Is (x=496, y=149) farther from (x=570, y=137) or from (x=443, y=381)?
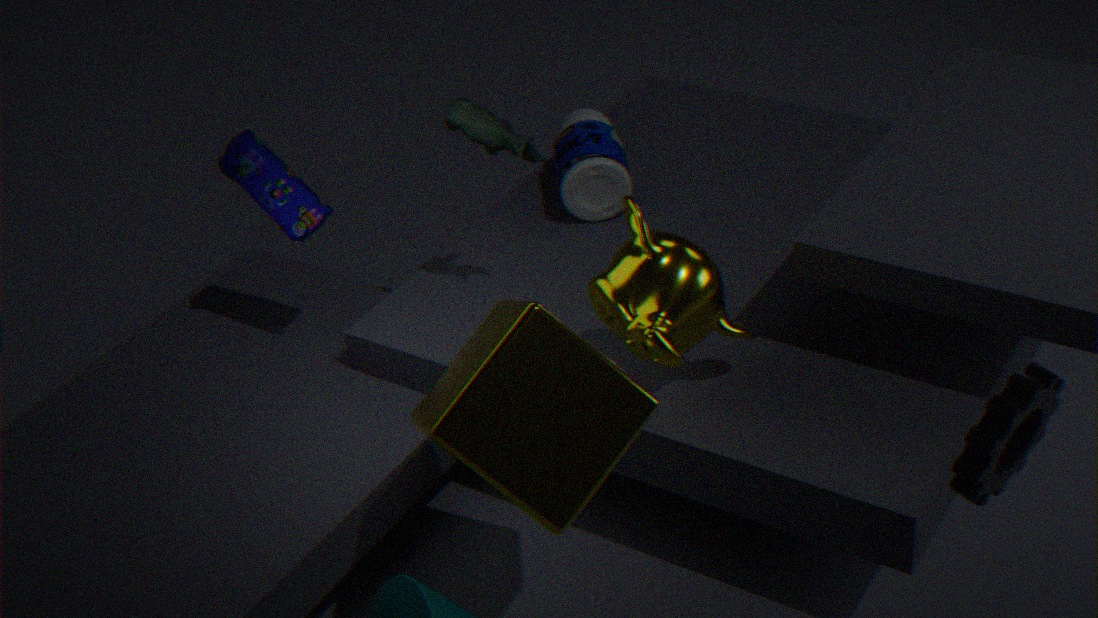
(x=443, y=381)
